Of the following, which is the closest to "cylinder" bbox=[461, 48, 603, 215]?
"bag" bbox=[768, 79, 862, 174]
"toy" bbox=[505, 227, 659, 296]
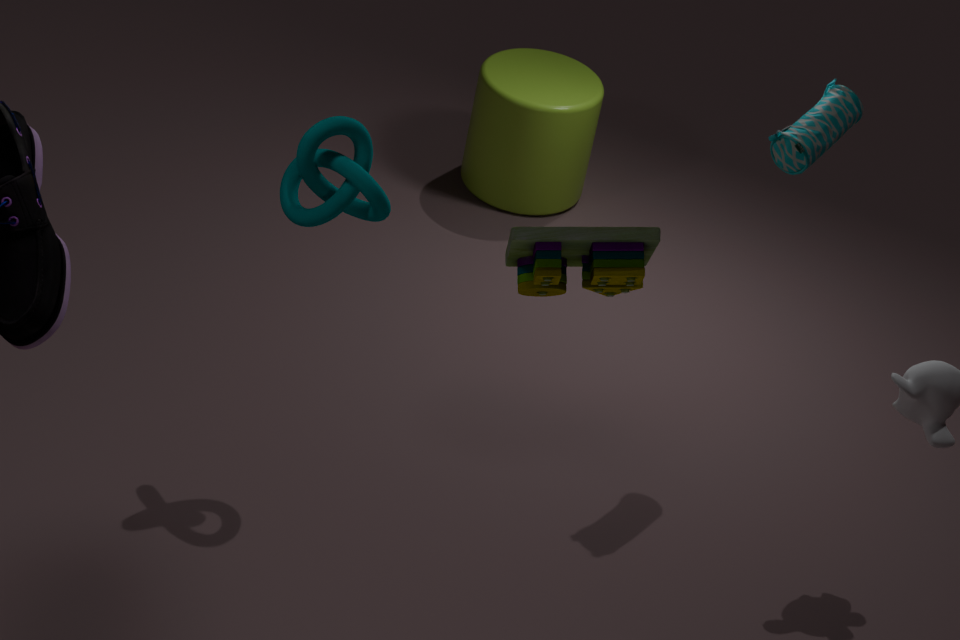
"bag" bbox=[768, 79, 862, 174]
